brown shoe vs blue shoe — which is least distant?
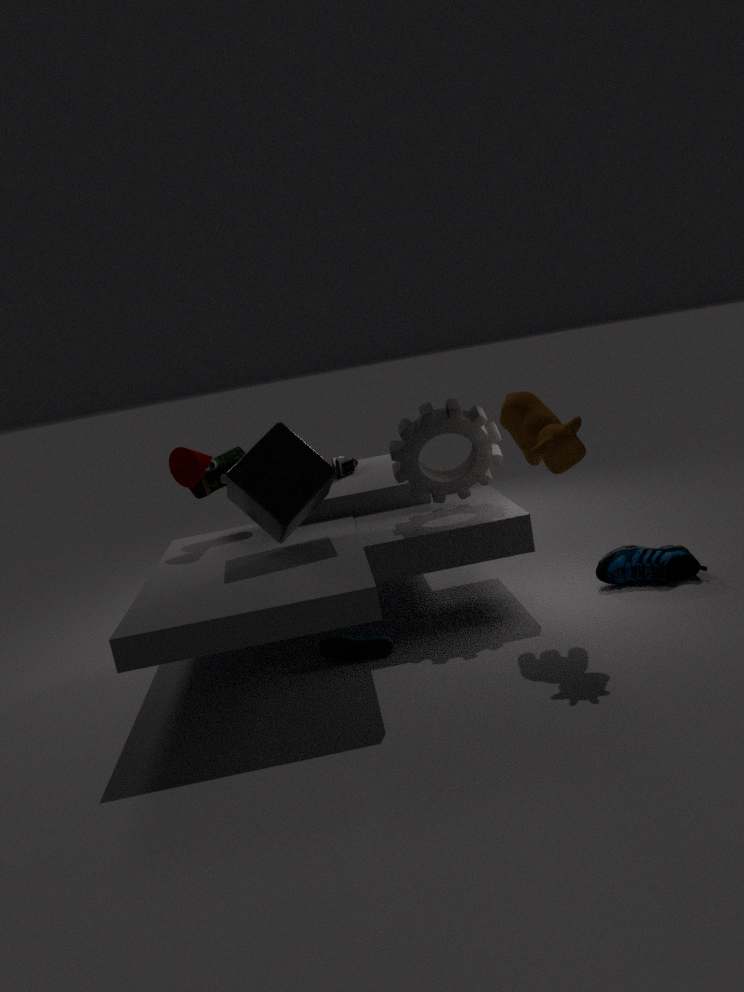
blue shoe
